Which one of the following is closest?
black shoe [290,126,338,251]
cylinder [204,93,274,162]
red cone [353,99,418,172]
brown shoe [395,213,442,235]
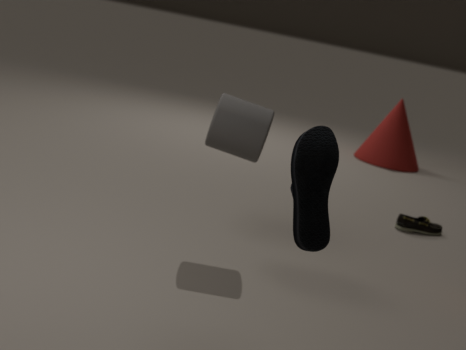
black shoe [290,126,338,251]
